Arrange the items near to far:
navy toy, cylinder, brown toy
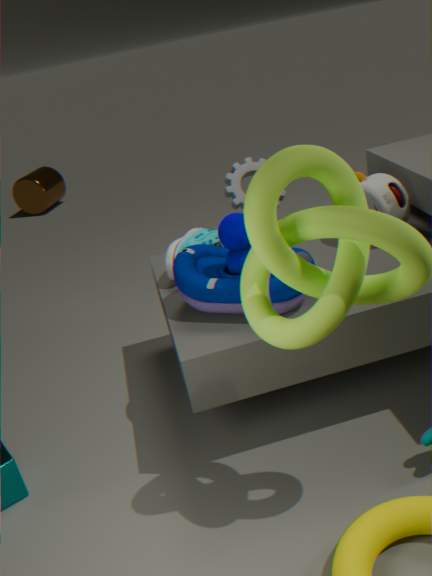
navy toy, brown toy, cylinder
